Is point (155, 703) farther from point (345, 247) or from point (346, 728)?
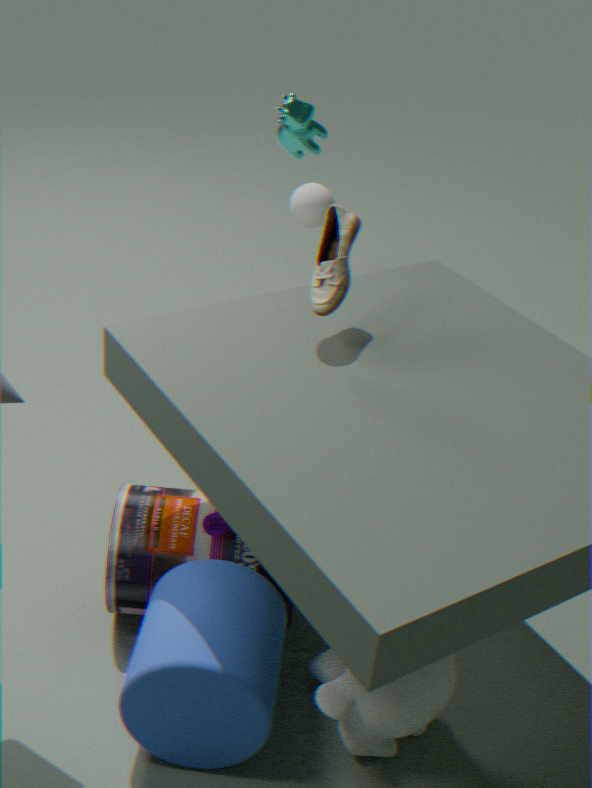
point (345, 247)
